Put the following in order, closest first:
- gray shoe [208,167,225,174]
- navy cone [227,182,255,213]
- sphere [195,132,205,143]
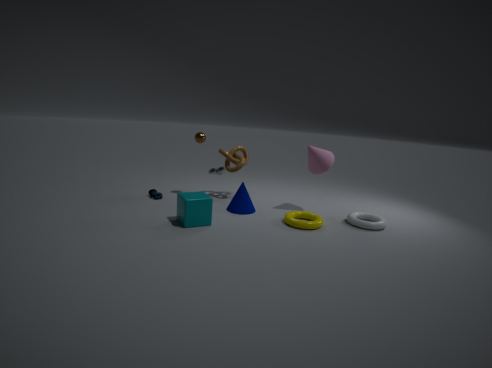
navy cone [227,182,255,213]
sphere [195,132,205,143]
gray shoe [208,167,225,174]
